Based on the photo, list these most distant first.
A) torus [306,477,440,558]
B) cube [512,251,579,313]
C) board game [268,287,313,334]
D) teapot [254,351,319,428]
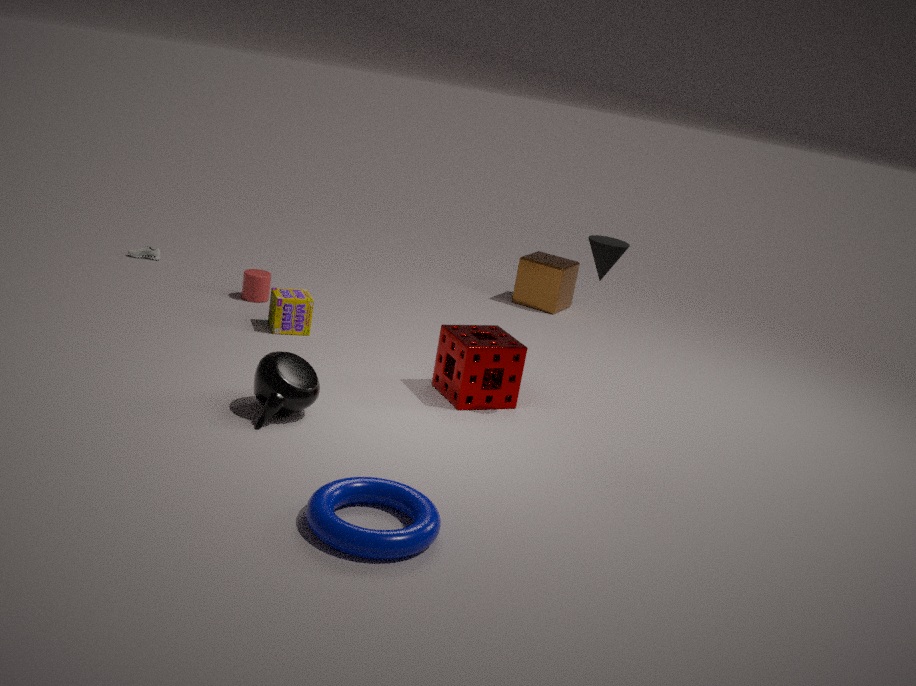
1. cube [512,251,579,313]
2. board game [268,287,313,334]
3. teapot [254,351,319,428]
4. torus [306,477,440,558]
